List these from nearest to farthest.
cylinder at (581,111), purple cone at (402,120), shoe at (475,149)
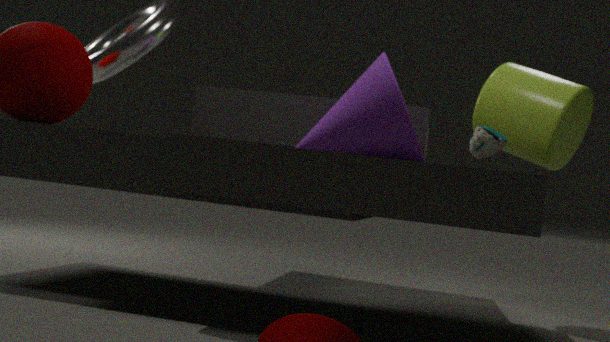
1. shoe at (475,149)
2. purple cone at (402,120)
3. cylinder at (581,111)
